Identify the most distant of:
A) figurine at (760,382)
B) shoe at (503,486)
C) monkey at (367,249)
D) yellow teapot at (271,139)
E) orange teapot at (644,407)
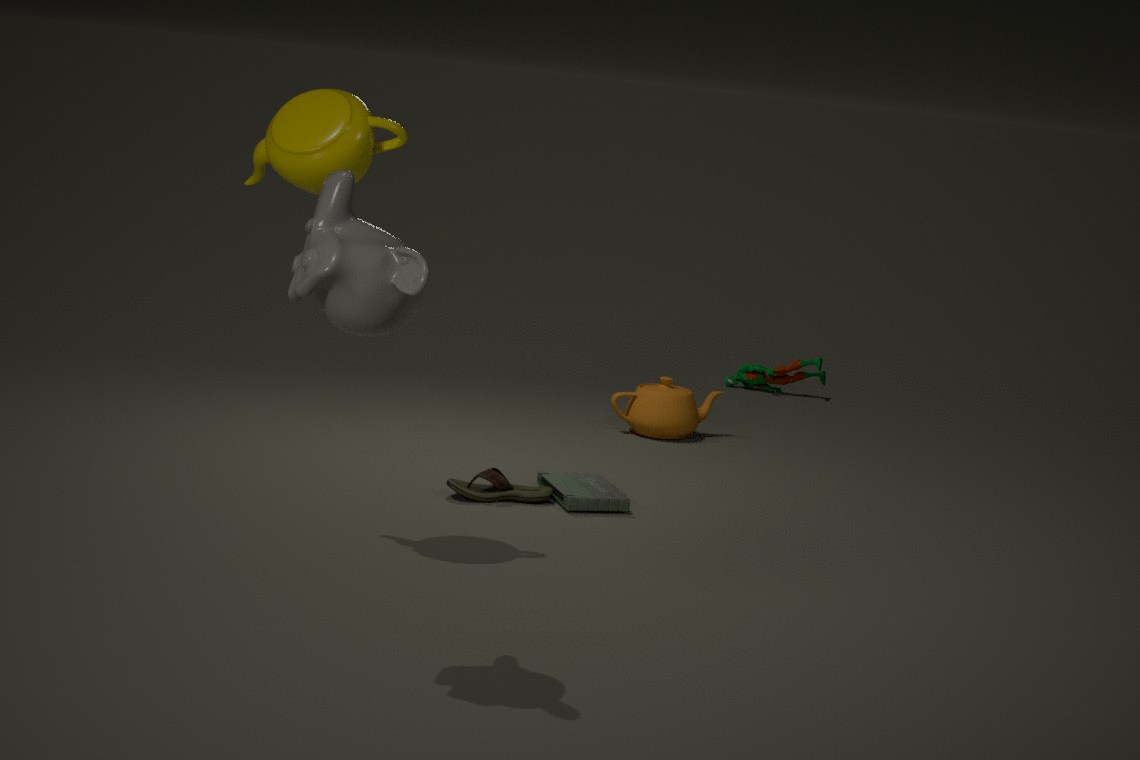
figurine at (760,382)
